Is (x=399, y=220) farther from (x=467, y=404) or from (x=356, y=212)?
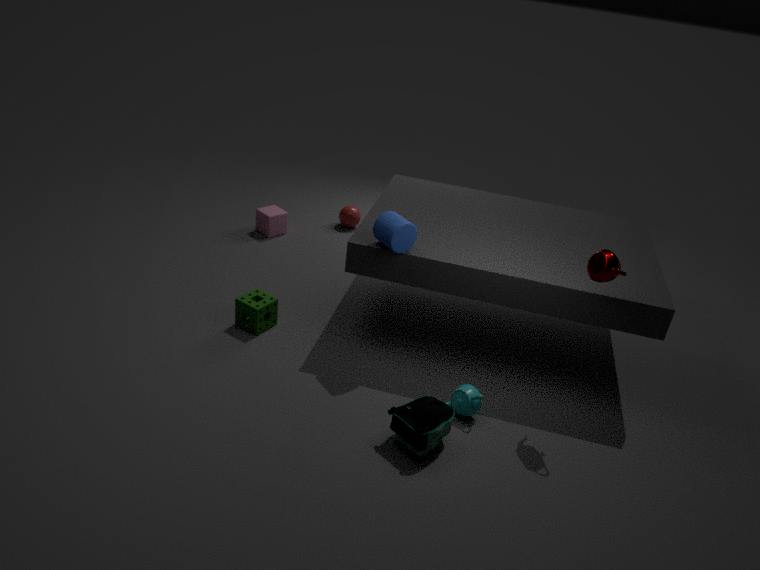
(x=356, y=212)
